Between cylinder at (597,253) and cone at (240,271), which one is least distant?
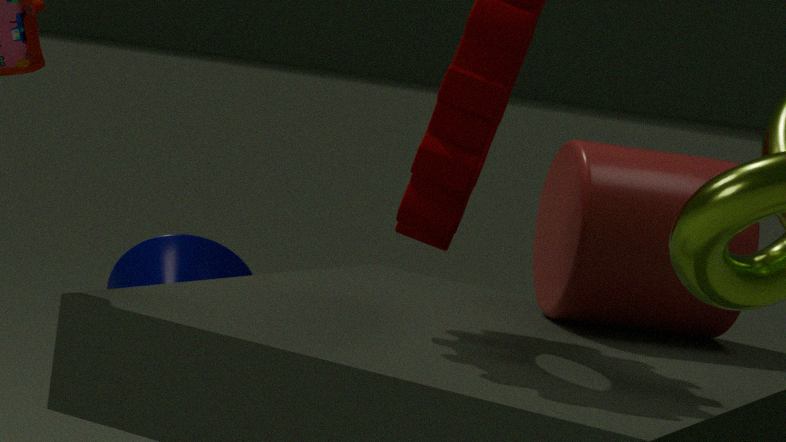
cylinder at (597,253)
